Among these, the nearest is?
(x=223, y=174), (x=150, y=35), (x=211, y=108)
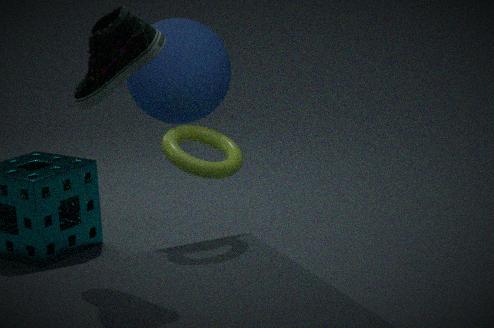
(x=150, y=35)
